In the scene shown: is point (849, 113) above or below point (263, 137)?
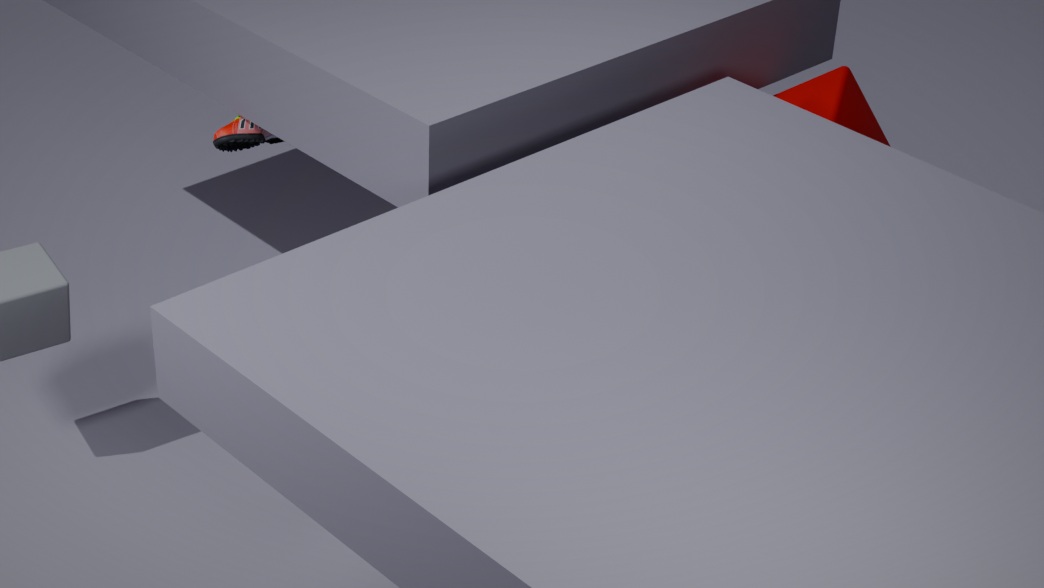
below
